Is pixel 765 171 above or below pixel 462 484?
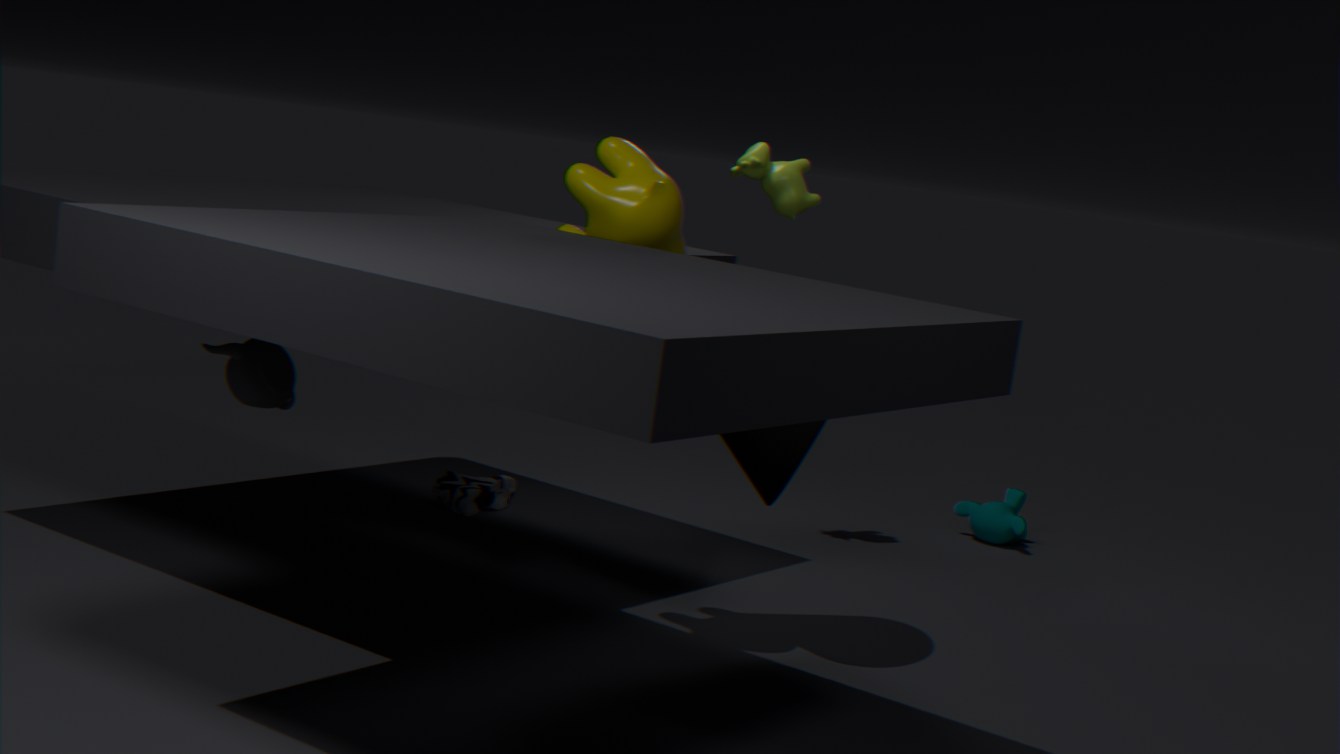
above
